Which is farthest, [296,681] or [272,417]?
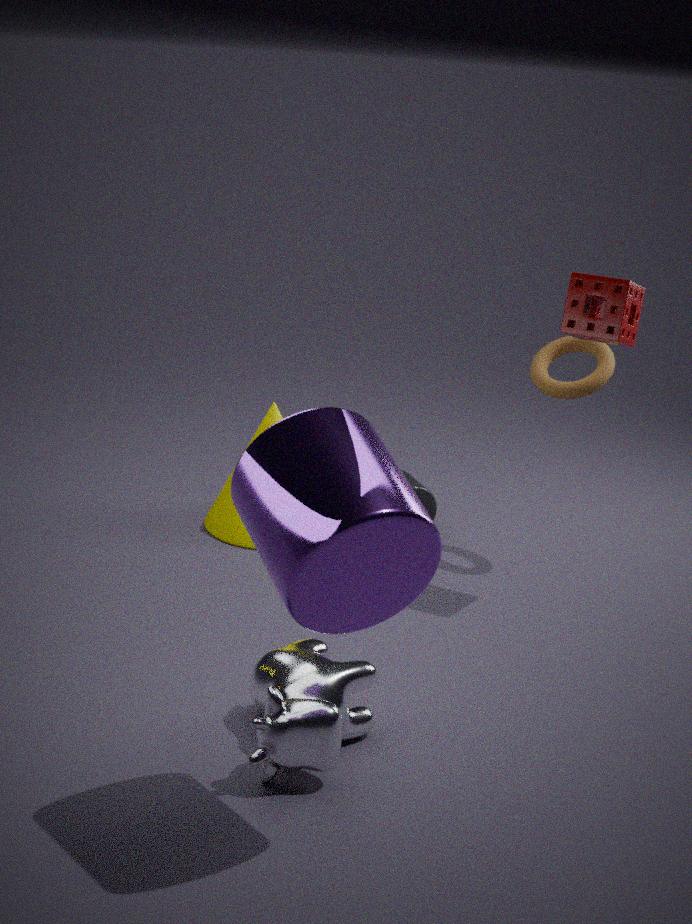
[272,417]
